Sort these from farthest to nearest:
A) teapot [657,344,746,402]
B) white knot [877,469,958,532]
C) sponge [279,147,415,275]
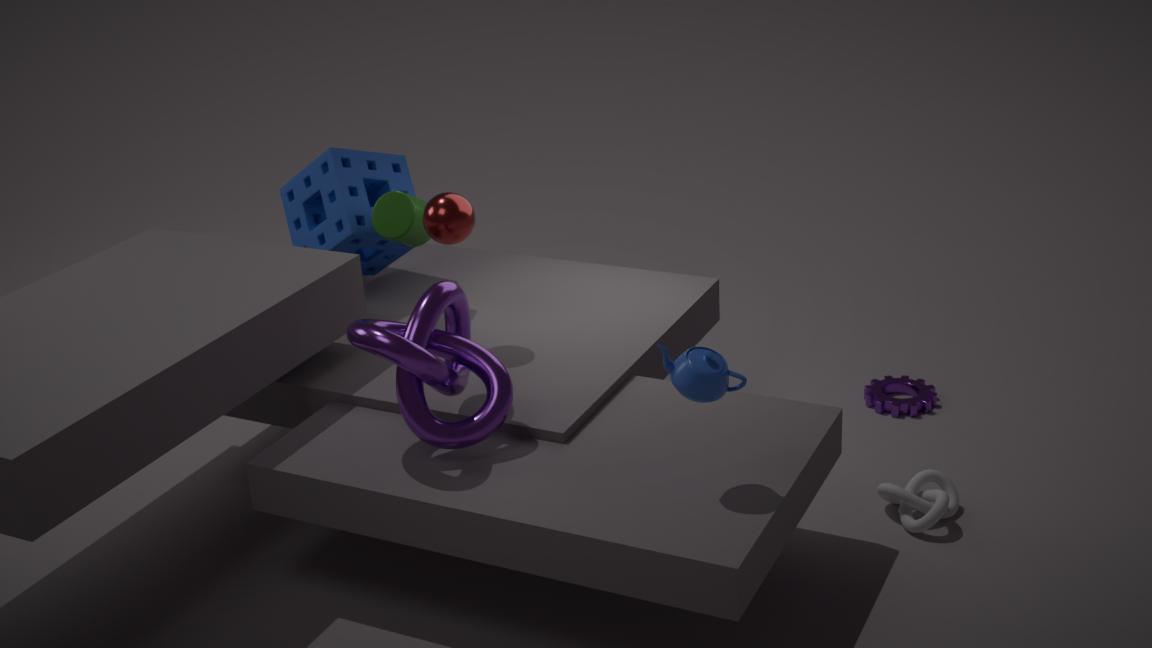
1. sponge [279,147,415,275]
2. white knot [877,469,958,532]
3. teapot [657,344,746,402]
